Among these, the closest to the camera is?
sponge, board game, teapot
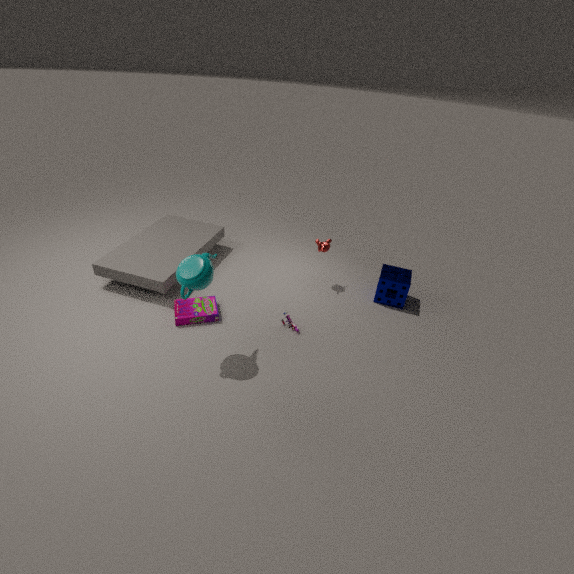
teapot
